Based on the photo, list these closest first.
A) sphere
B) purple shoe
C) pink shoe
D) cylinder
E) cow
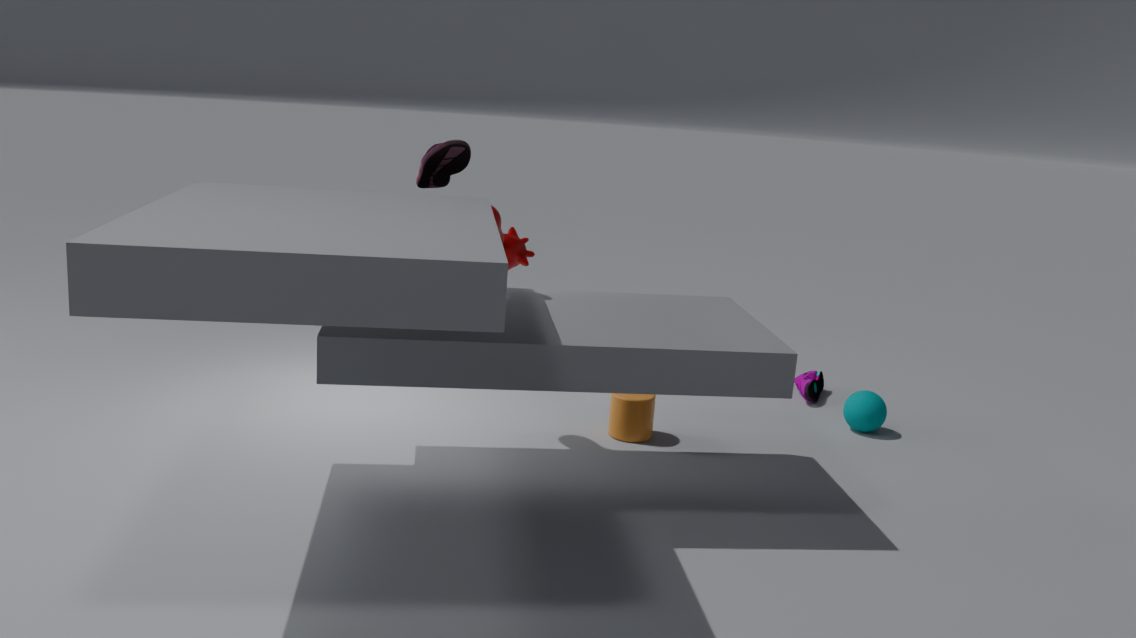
pink shoe, cylinder, sphere, purple shoe, cow
